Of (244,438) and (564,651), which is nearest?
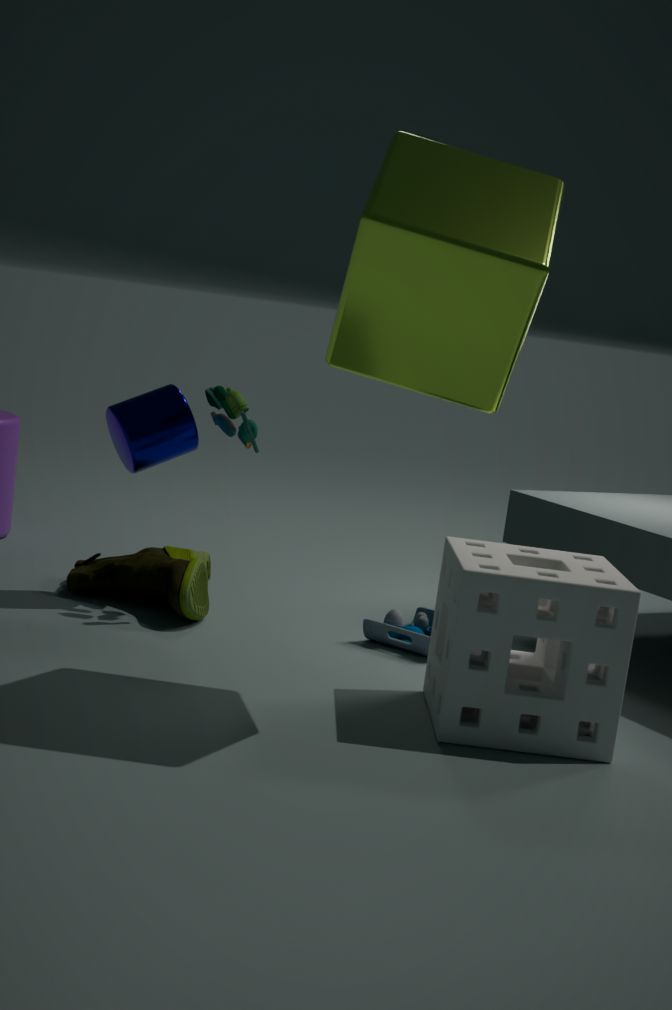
(564,651)
